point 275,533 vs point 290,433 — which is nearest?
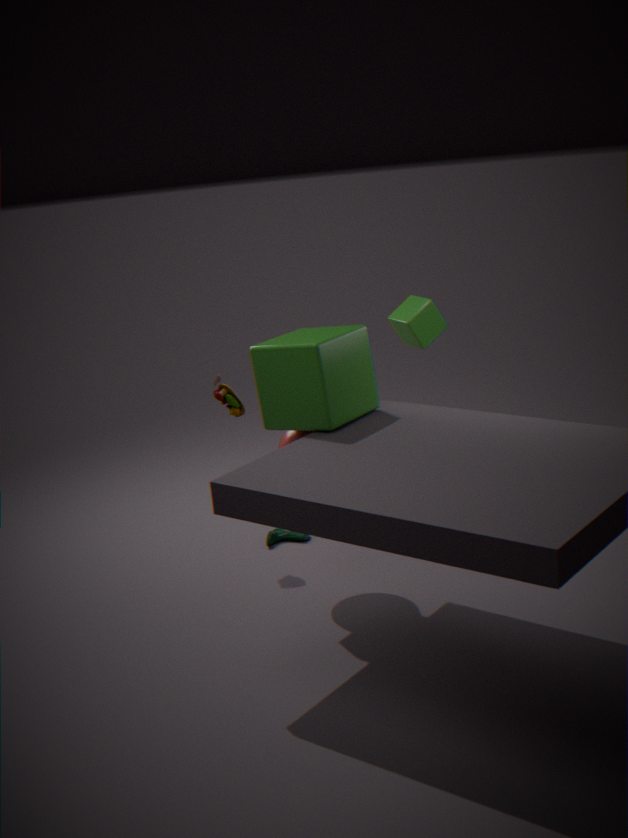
point 290,433
